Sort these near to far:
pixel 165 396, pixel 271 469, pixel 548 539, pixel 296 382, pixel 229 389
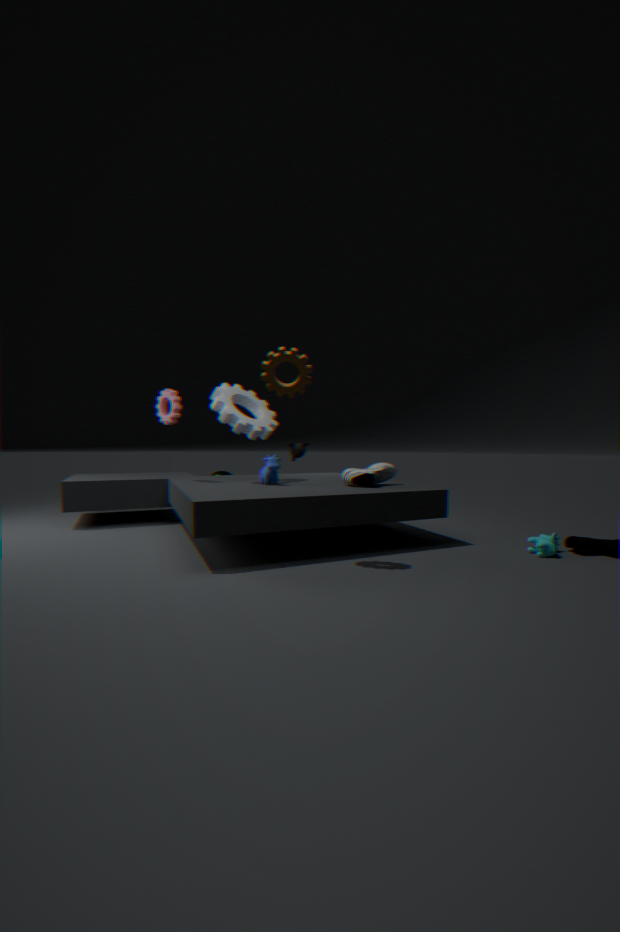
pixel 296 382
pixel 548 539
pixel 271 469
pixel 165 396
pixel 229 389
